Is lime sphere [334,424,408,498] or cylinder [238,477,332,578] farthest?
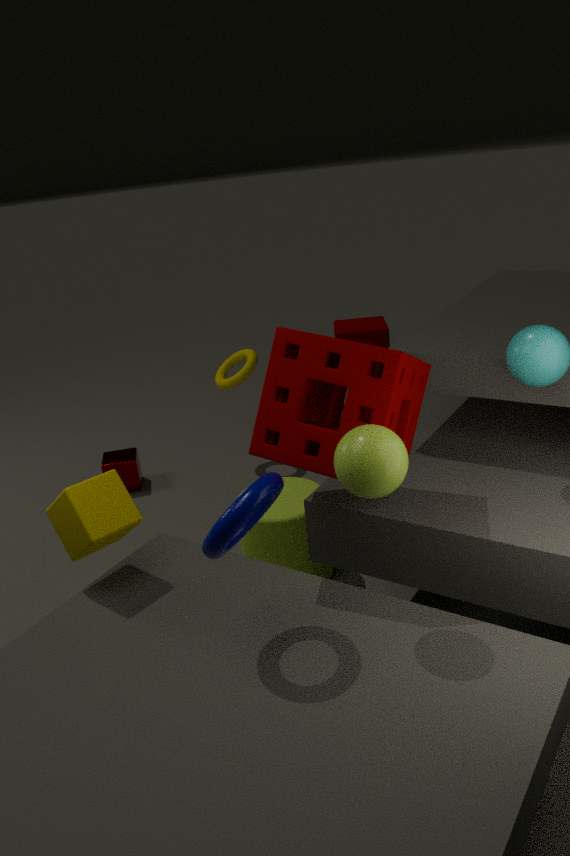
cylinder [238,477,332,578]
